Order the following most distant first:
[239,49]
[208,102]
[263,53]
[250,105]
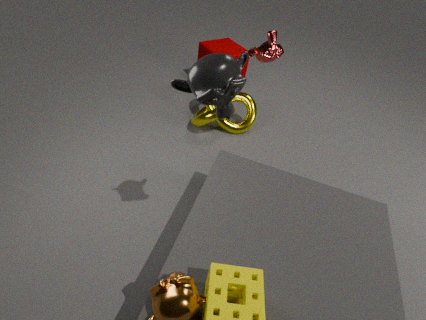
[239,49]
[250,105]
[263,53]
[208,102]
